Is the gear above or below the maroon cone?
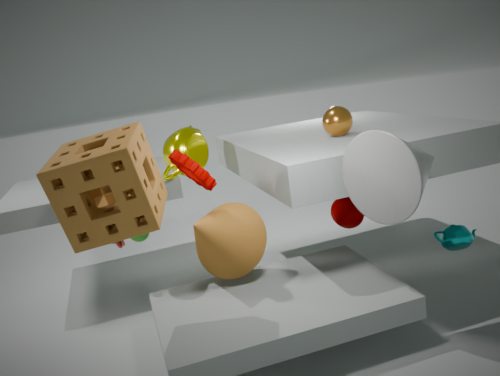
above
